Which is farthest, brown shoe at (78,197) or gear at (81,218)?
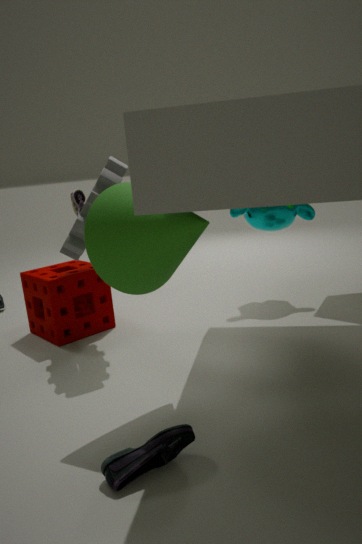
brown shoe at (78,197)
